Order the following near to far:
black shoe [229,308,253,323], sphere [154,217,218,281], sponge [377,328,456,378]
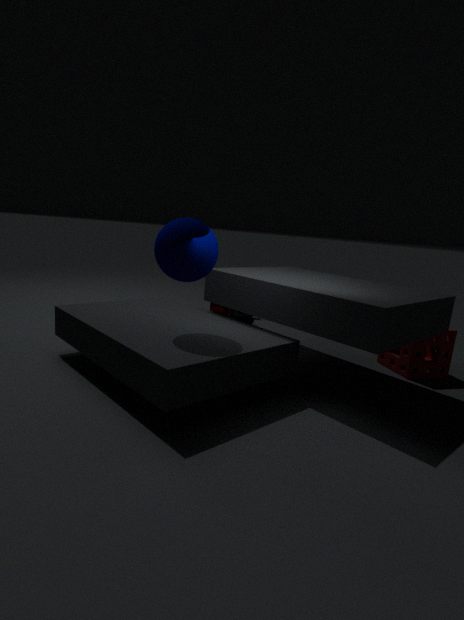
sphere [154,217,218,281] → sponge [377,328,456,378] → black shoe [229,308,253,323]
